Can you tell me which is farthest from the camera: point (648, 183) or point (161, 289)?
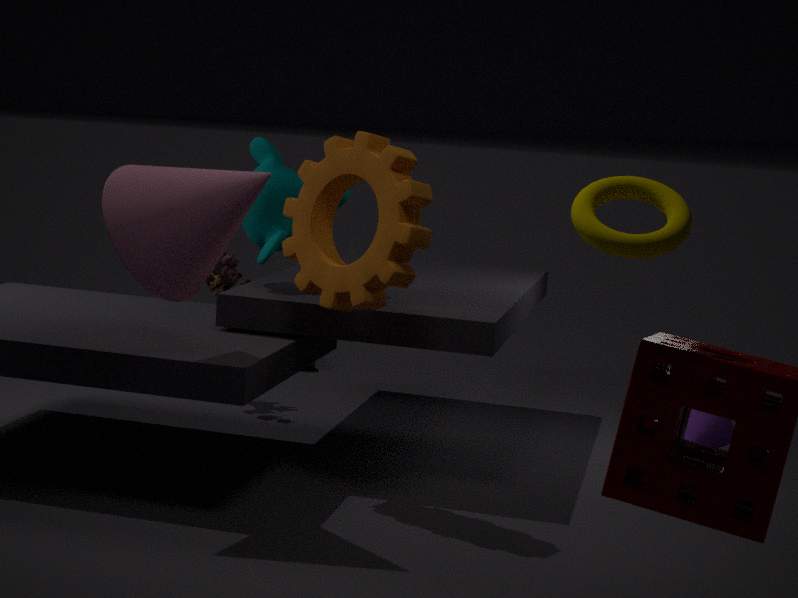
point (161, 289)
